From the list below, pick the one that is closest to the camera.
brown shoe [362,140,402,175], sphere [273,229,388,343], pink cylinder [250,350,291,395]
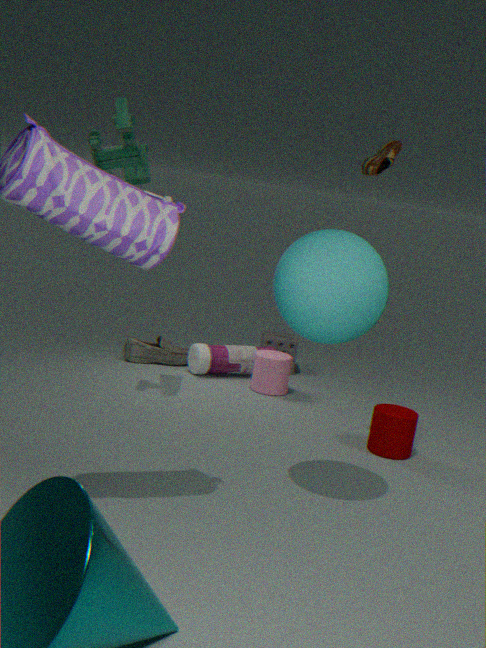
sphere [273,229,388,343]
